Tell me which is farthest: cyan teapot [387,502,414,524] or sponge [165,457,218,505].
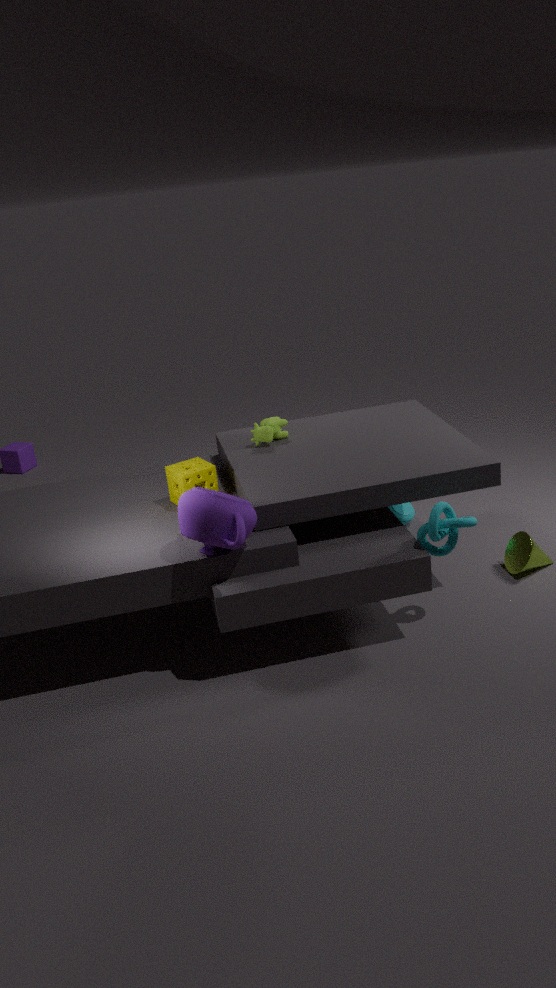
cyan teapot [387,502,414,524]
